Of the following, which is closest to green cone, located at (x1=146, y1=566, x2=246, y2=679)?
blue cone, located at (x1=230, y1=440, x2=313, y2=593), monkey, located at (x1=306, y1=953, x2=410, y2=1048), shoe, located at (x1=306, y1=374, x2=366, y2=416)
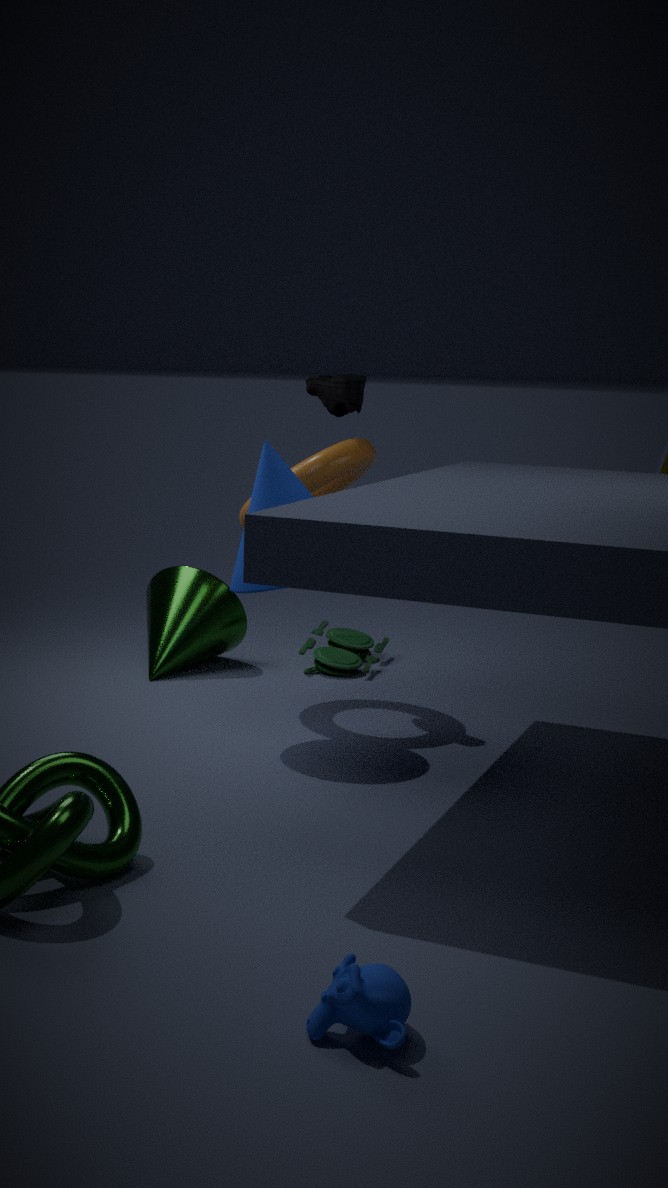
blue cone, located at (x1=230, y1=440, x2=313, y2=593)
